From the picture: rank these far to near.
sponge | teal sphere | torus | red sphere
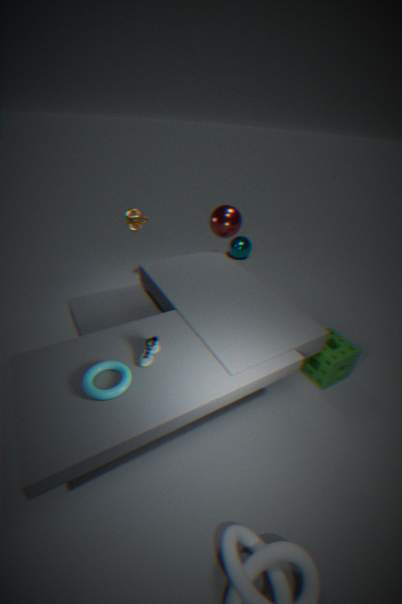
1. teal sphere
2. red sphere
3. sponge
4. torus
